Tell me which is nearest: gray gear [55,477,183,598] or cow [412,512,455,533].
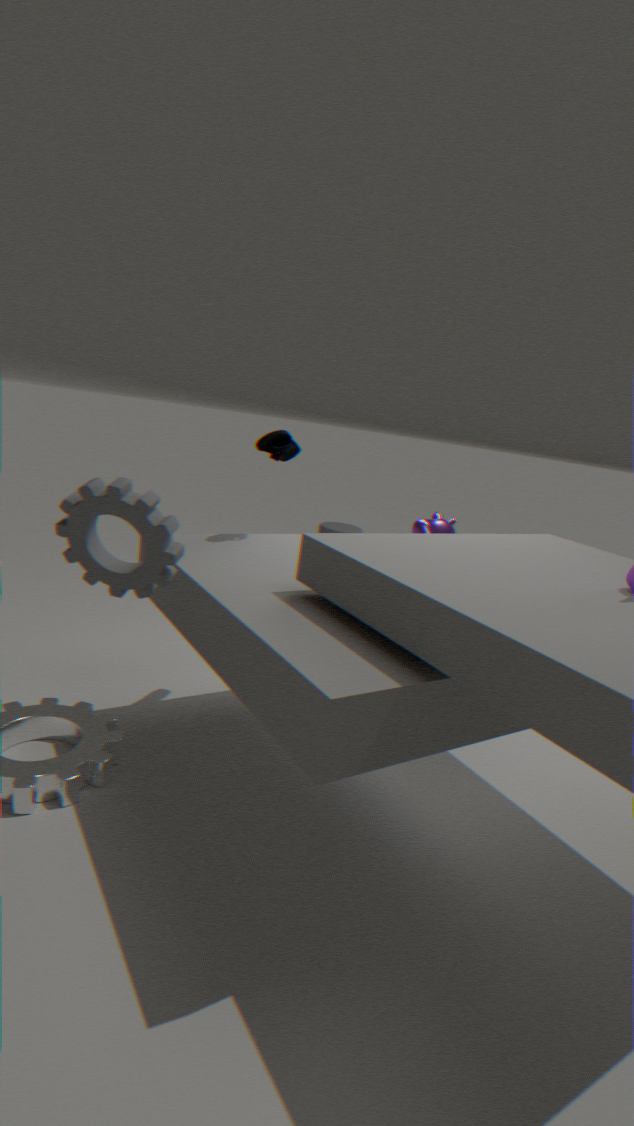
gray gear [55,477,183,598]
